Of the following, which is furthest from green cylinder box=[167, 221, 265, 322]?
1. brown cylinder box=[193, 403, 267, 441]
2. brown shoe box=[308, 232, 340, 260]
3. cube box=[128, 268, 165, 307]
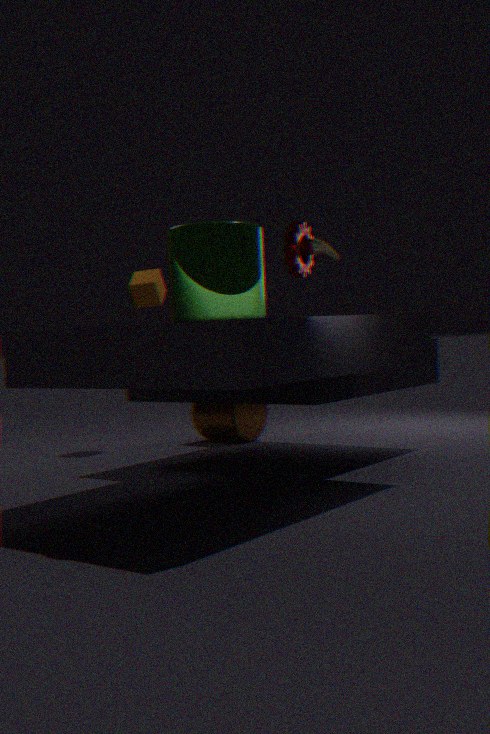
cube box=[128, 268, 165, 307]
